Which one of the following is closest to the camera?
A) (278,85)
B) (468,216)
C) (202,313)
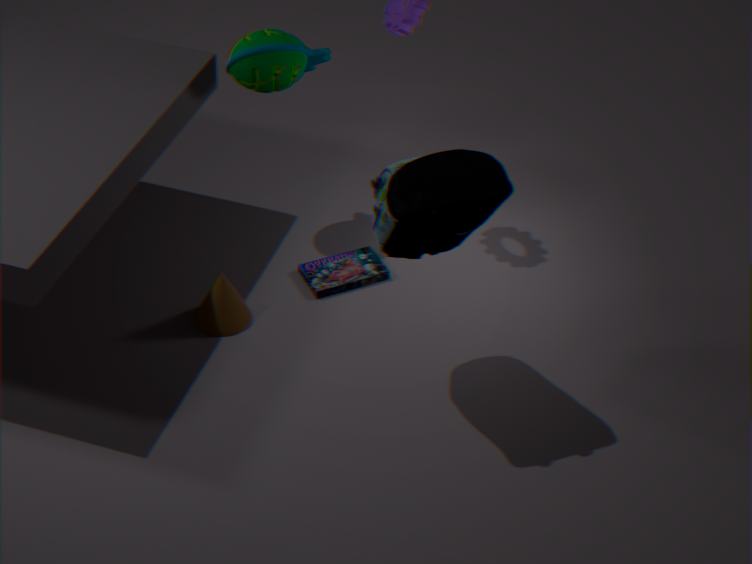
(468,216)
